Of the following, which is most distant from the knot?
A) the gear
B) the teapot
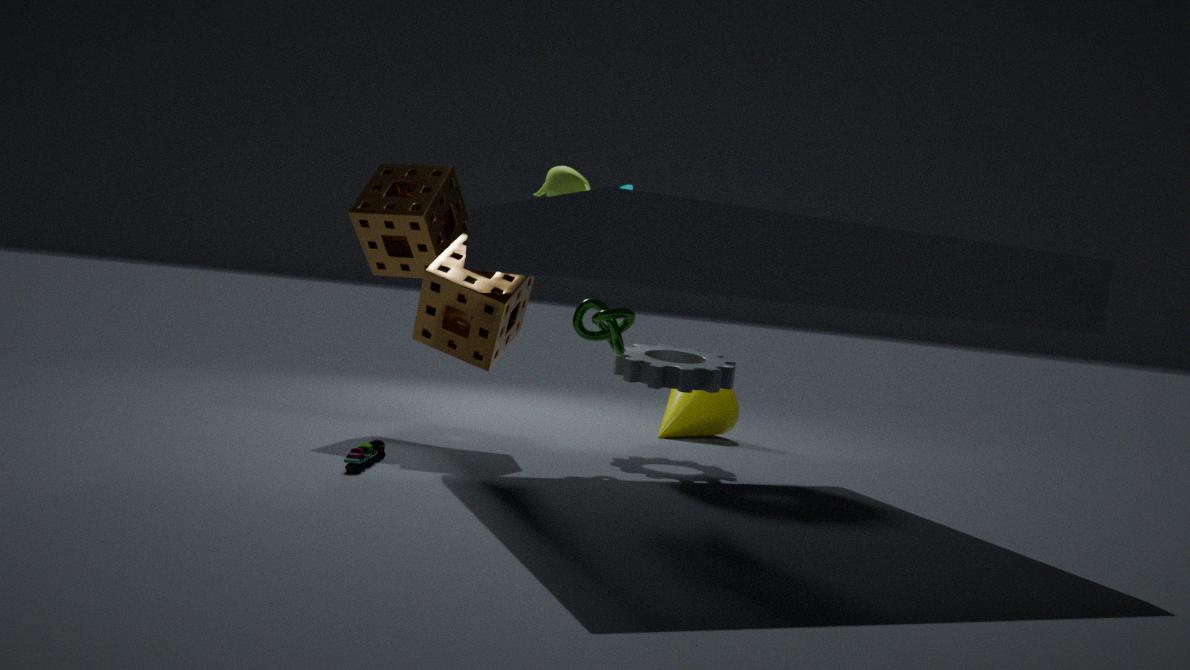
the teapot
